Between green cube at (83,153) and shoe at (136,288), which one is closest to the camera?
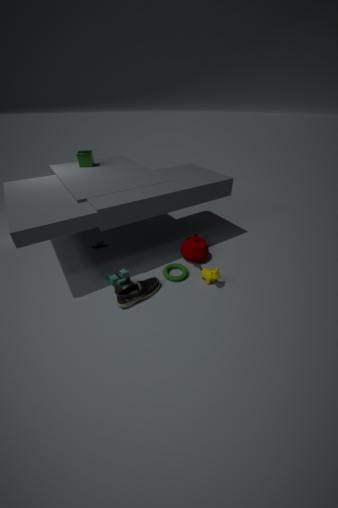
shoe at (136,288)
